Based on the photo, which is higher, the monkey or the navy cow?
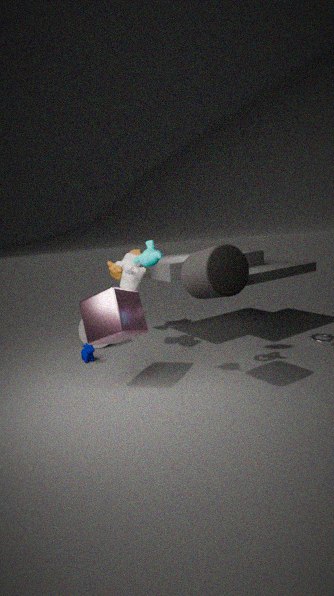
the monkey
